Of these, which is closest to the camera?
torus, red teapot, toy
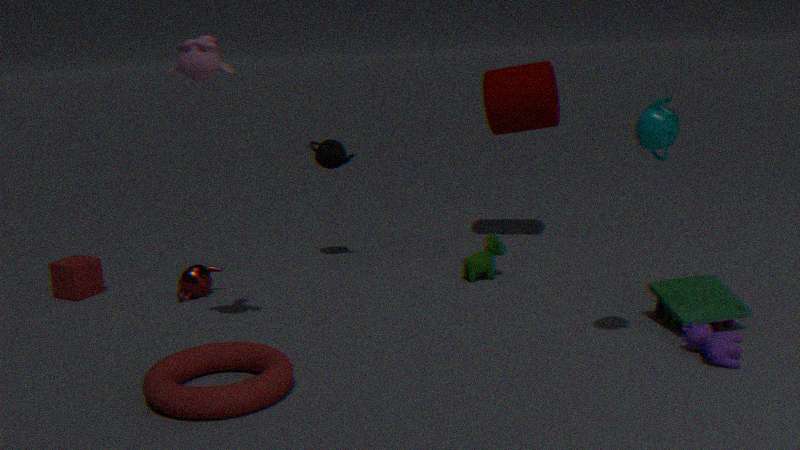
torus
